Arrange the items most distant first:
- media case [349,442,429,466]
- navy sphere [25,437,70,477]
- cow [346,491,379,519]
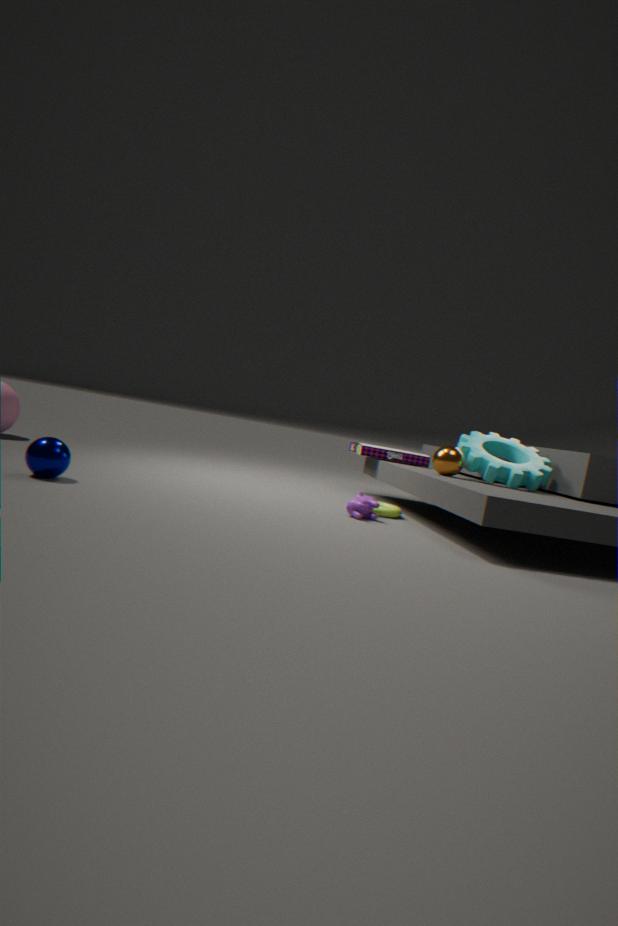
media case [349,442,429,466] → cow [346,491,379,519] → navy sphere [25,437,70,477]
